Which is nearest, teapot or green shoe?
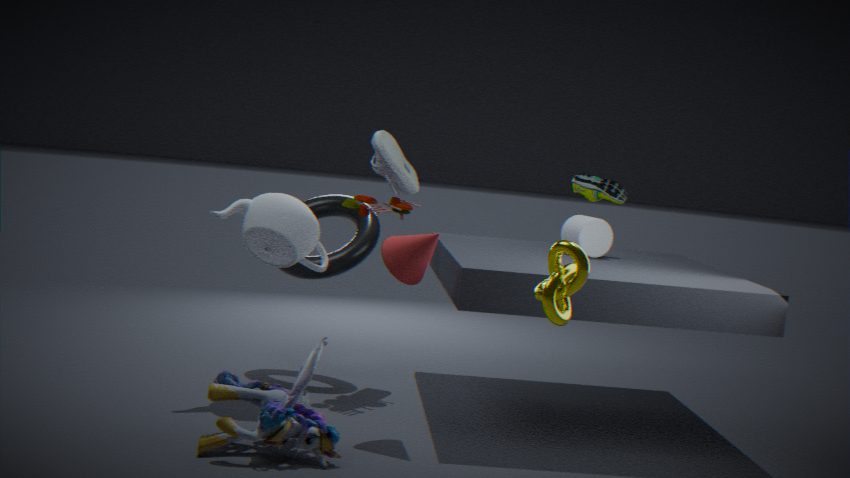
teapot
